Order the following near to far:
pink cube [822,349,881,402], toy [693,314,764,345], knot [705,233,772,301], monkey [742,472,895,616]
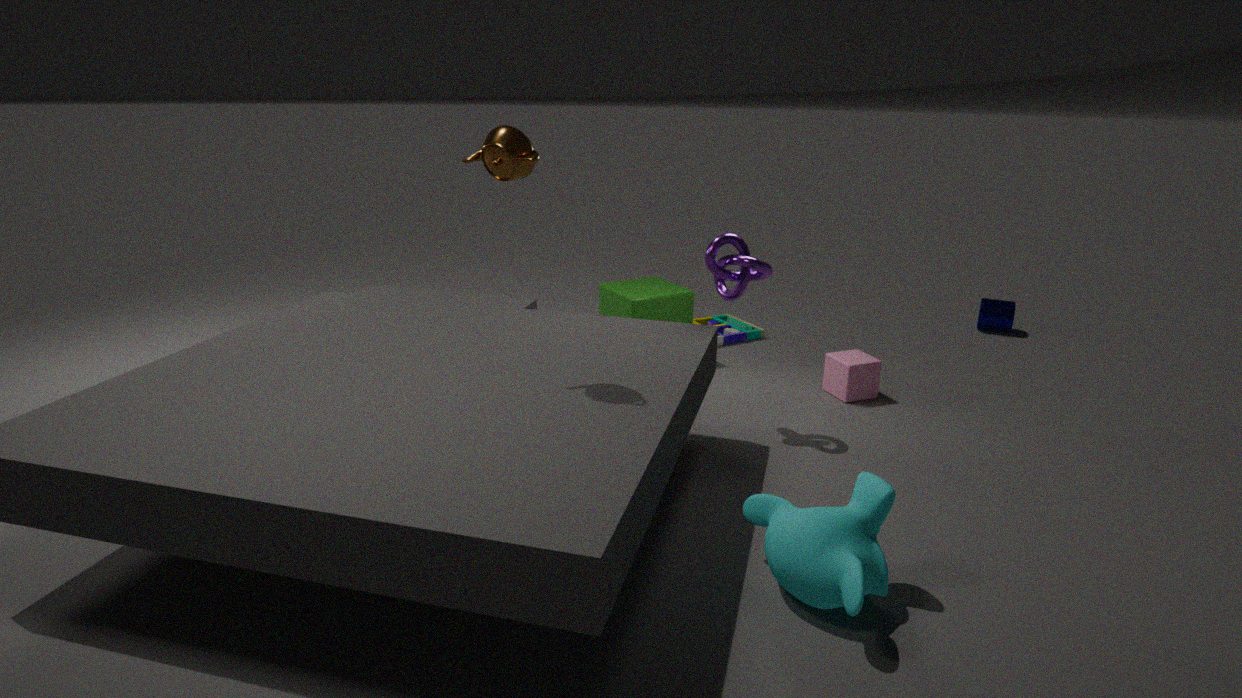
1. monkey [742,472,895,616]
2. knot [705,233,772,301]
3. pink cube [822,349,881,402]
4. toy [693,314,764,345]
